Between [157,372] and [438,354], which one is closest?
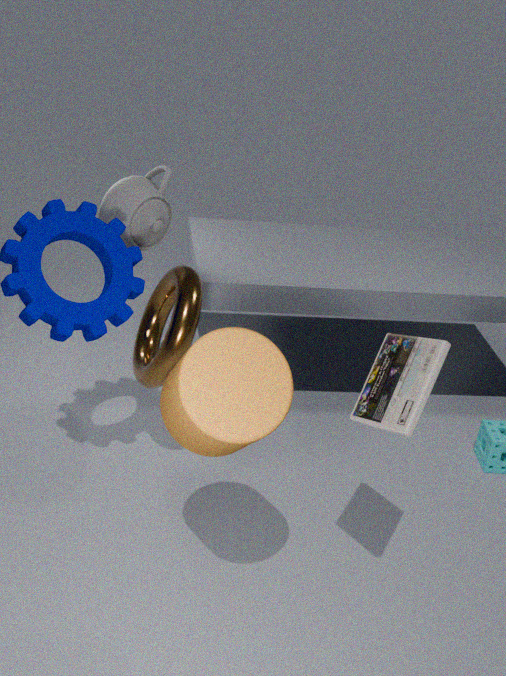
[438,354]
